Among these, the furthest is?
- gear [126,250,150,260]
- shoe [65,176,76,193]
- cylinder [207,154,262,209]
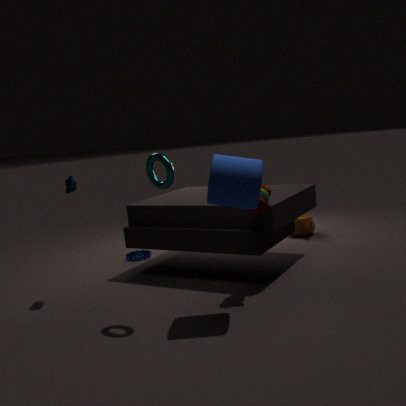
gear [126,250,150,260]
